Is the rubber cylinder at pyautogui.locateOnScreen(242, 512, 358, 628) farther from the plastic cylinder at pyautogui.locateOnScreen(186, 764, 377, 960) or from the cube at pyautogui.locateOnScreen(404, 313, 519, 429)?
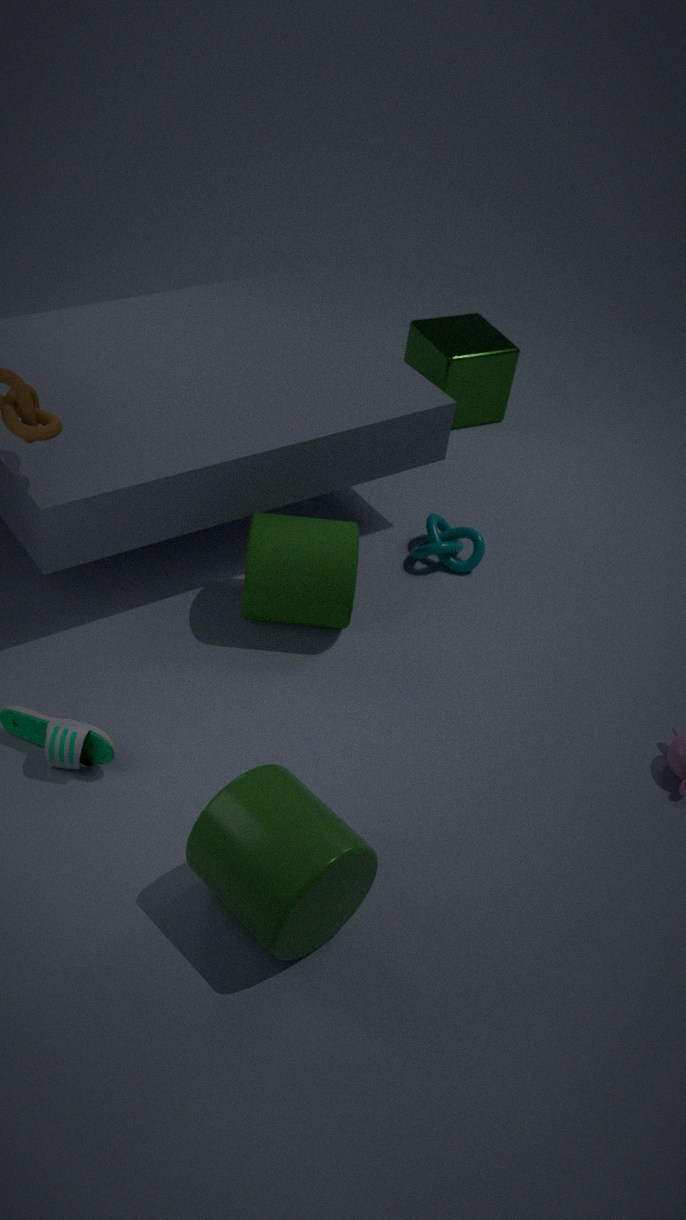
the cube at pyautogui.locateOnScreen(404, 313, 519, 429)
